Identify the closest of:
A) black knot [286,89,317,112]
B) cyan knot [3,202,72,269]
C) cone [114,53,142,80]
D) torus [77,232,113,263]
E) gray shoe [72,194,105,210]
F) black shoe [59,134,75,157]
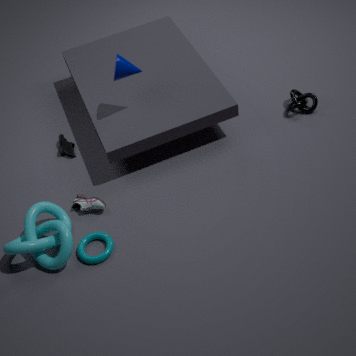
cyan knot [3,202,72,269]
